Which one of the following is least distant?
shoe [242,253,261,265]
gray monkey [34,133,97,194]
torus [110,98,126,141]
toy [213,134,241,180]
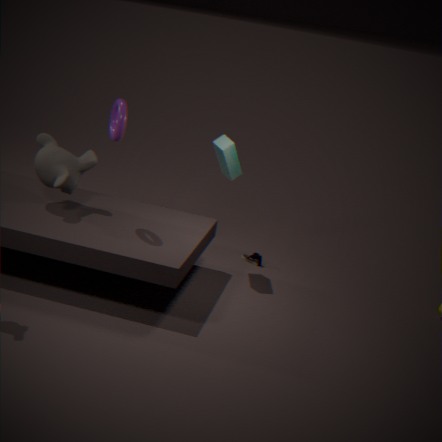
torus [110,98,126,141]
